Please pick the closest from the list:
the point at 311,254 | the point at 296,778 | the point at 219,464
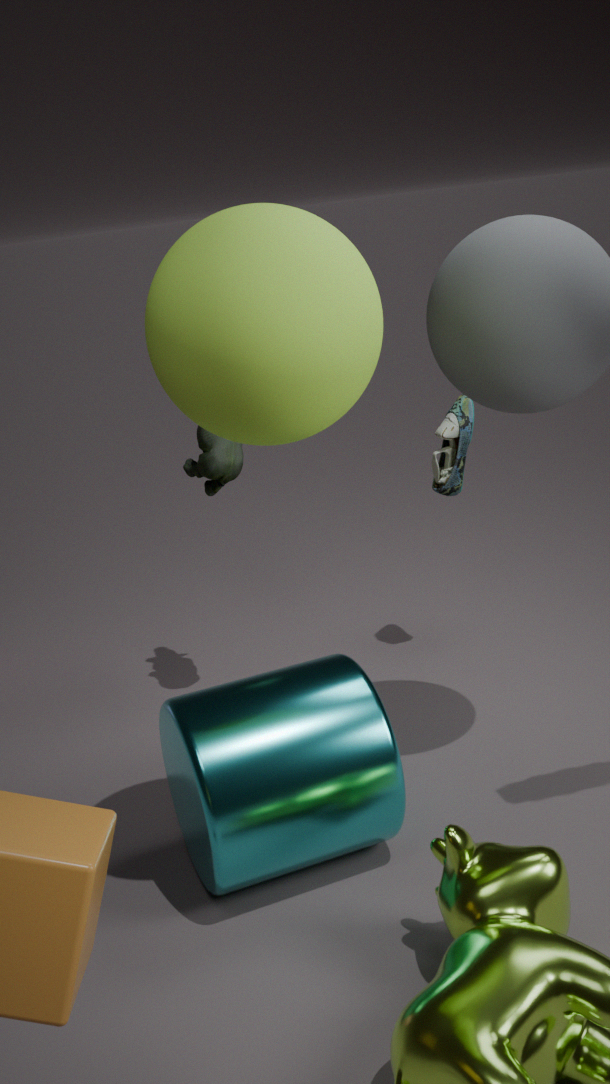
the point at 311,254
